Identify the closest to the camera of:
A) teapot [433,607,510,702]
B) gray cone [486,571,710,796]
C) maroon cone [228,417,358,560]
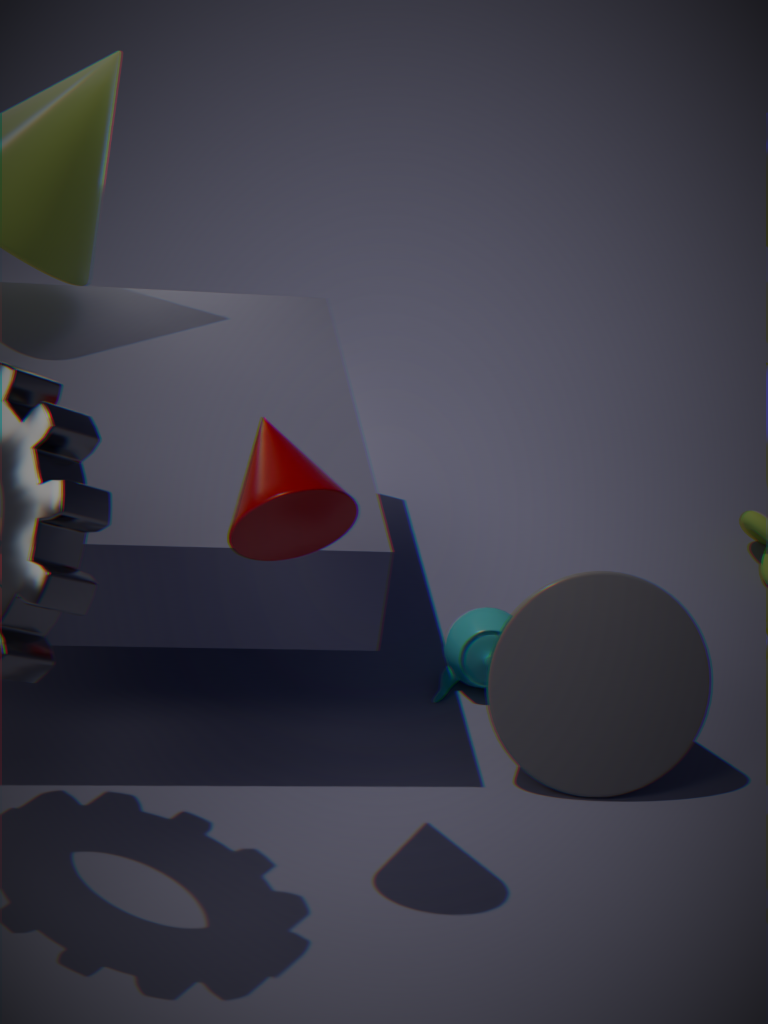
maroon cone [228,417,358,560]
